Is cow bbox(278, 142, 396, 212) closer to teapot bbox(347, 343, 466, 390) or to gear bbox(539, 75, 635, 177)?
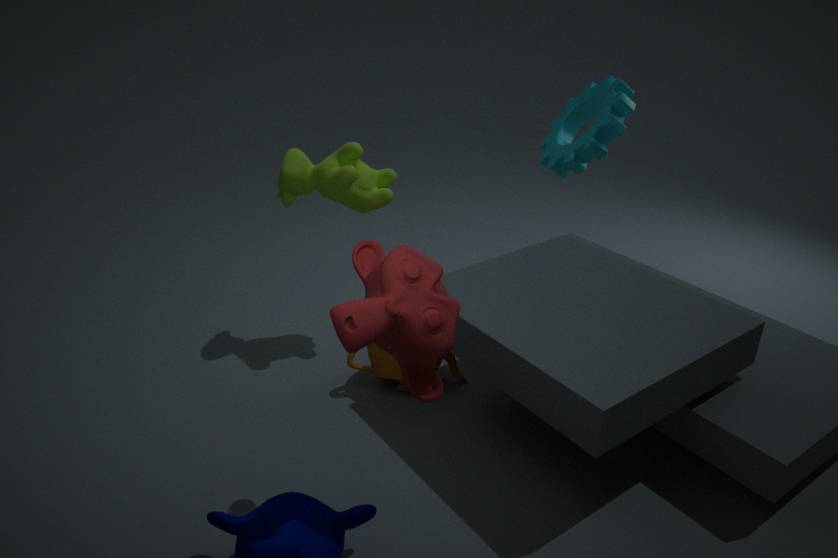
teapot bbox(347, 343, 466, 390)
